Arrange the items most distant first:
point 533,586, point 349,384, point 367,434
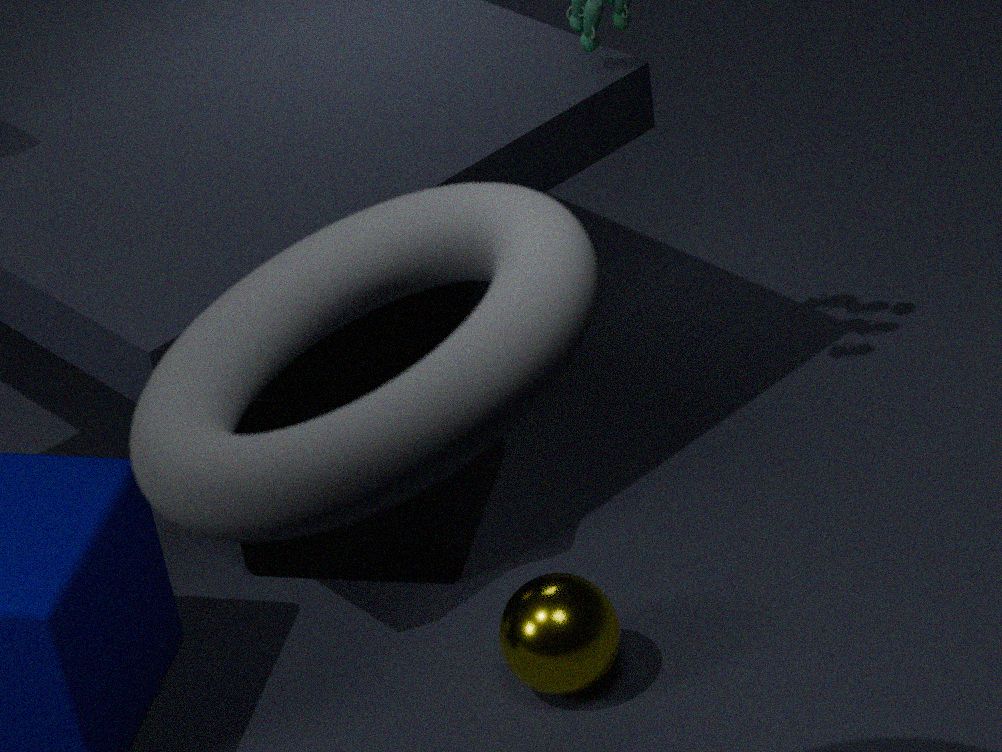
1. point 349,384
2. point 533,586
3. point 367,434
